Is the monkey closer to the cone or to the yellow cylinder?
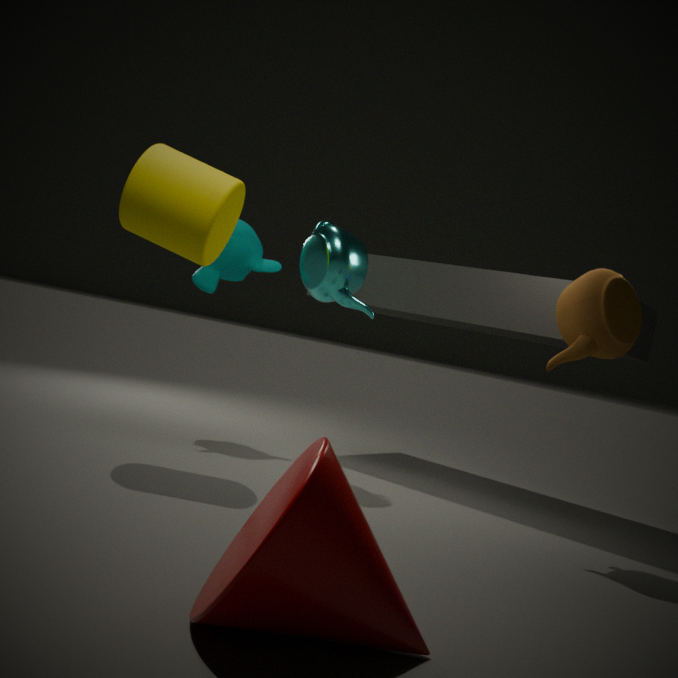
the yellow cylinder
